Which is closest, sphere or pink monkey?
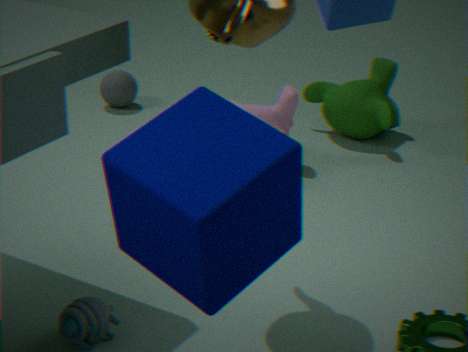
pink monkey
